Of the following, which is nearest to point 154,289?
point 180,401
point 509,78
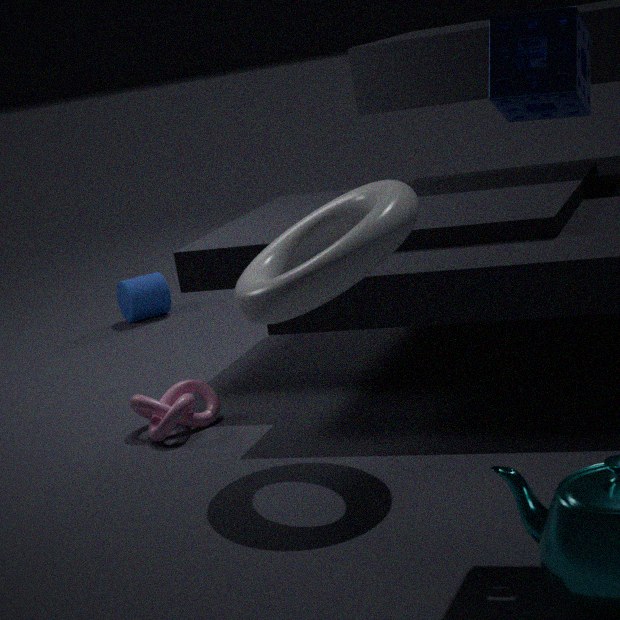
point 180,401
